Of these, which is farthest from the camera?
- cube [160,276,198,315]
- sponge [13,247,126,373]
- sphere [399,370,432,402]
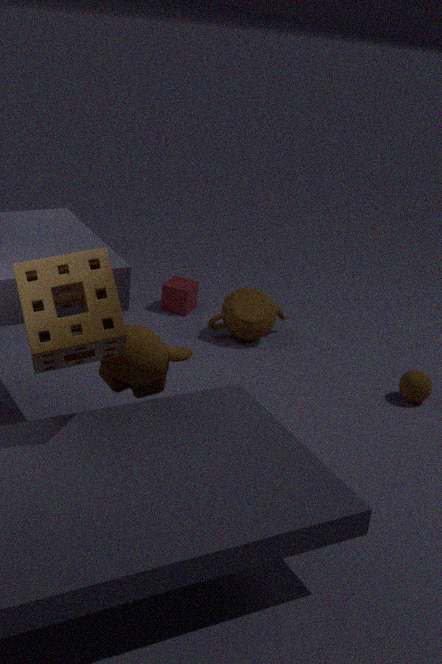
cube [160,276,198,315]
